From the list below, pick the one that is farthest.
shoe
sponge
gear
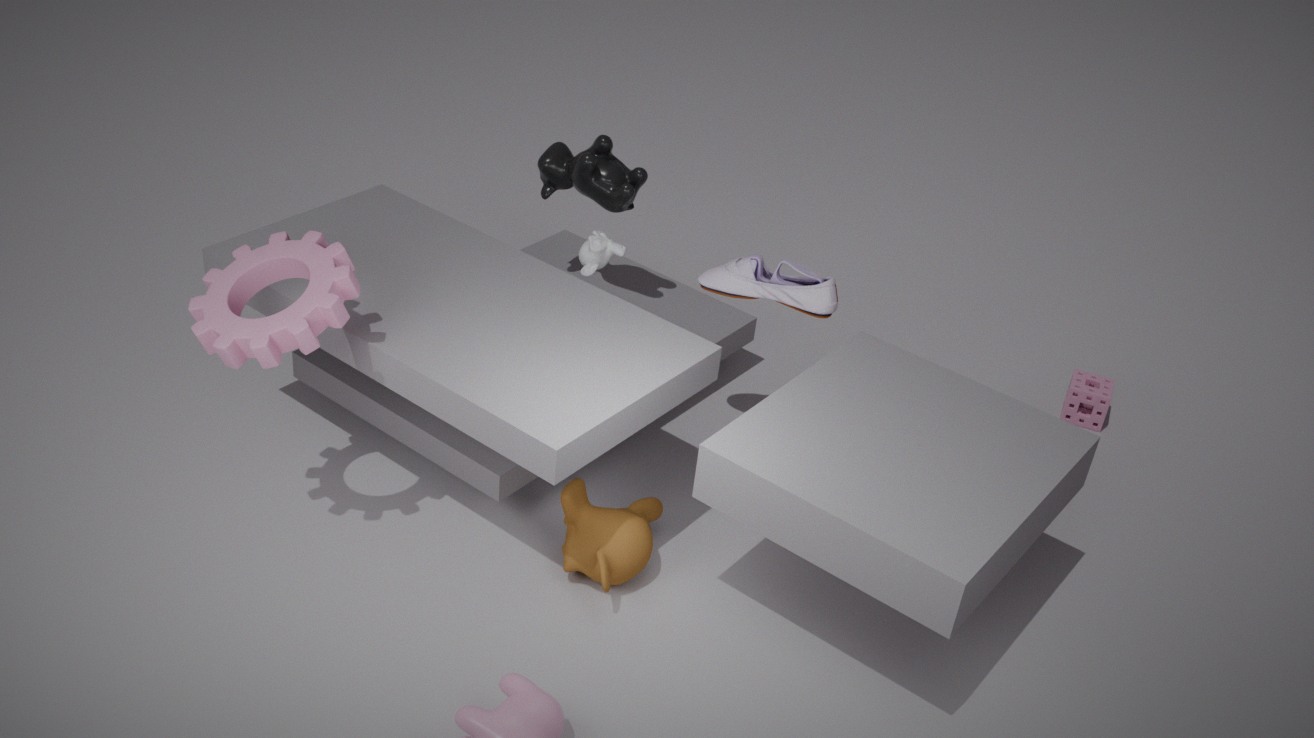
sponge
